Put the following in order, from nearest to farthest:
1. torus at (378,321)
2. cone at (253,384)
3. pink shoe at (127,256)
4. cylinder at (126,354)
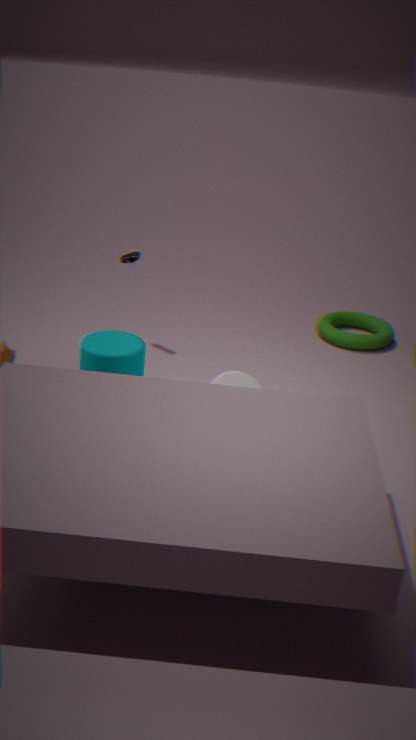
cone at (253,384), cylinder at (126,354), pink shoe at (127,256), torus at (378,321)
